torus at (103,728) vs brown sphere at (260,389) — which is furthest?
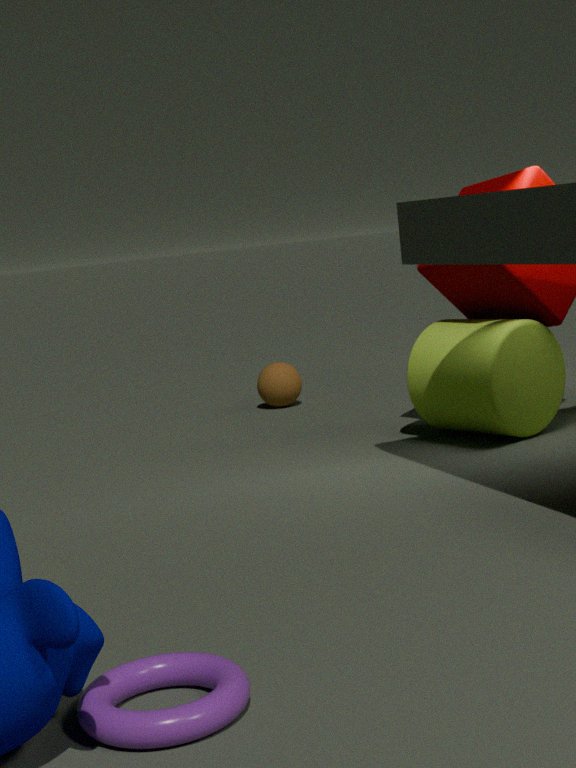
brown sphere at (260,389)
